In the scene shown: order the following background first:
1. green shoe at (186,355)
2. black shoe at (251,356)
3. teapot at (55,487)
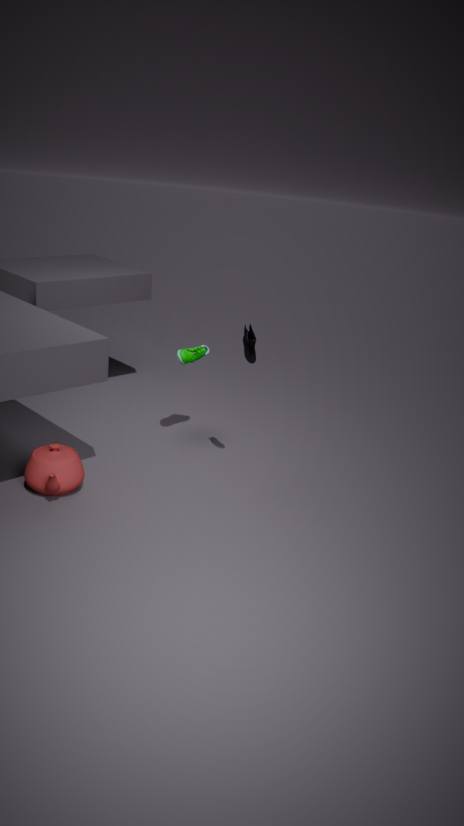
green shoe at (186,355) → black shoe at (251,356) → teapot at (55,487)
